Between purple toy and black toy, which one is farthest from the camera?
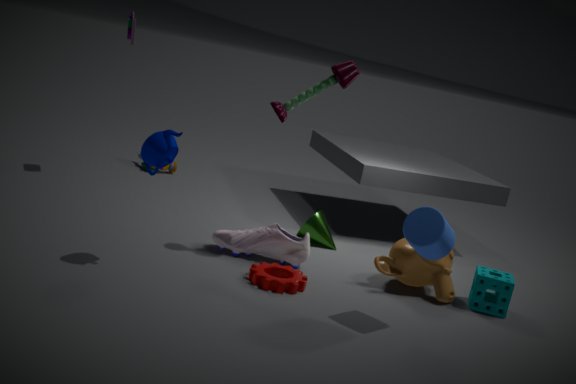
purple toy
